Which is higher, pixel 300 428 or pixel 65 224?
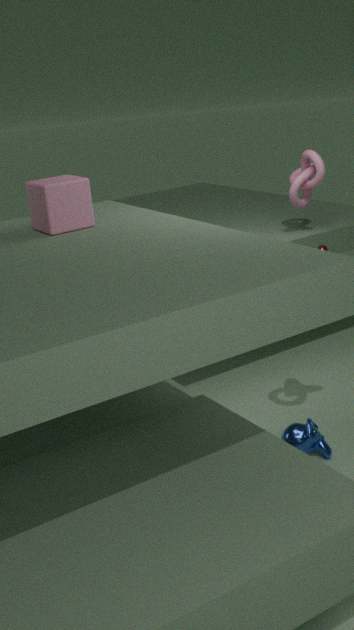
pixel 65 224
